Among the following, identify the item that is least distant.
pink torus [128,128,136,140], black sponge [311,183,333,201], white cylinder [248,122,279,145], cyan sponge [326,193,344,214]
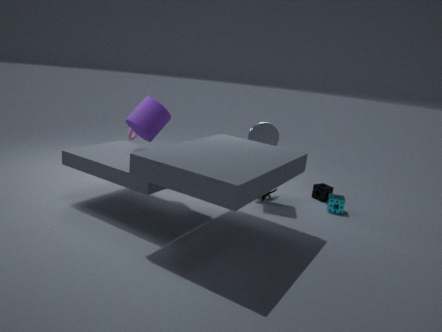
white cylinder [248,122,279,145]
